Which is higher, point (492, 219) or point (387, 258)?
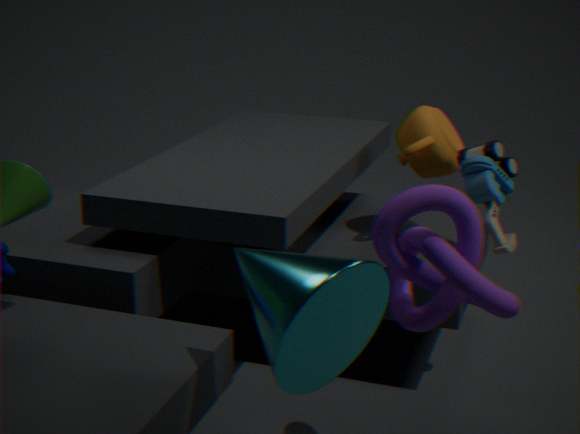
point (492, 219)
